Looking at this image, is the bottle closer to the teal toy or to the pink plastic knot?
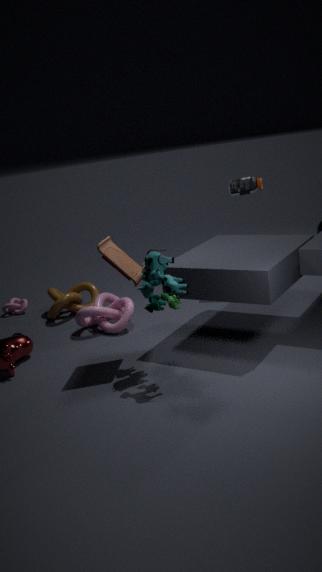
the pink plastic knot
